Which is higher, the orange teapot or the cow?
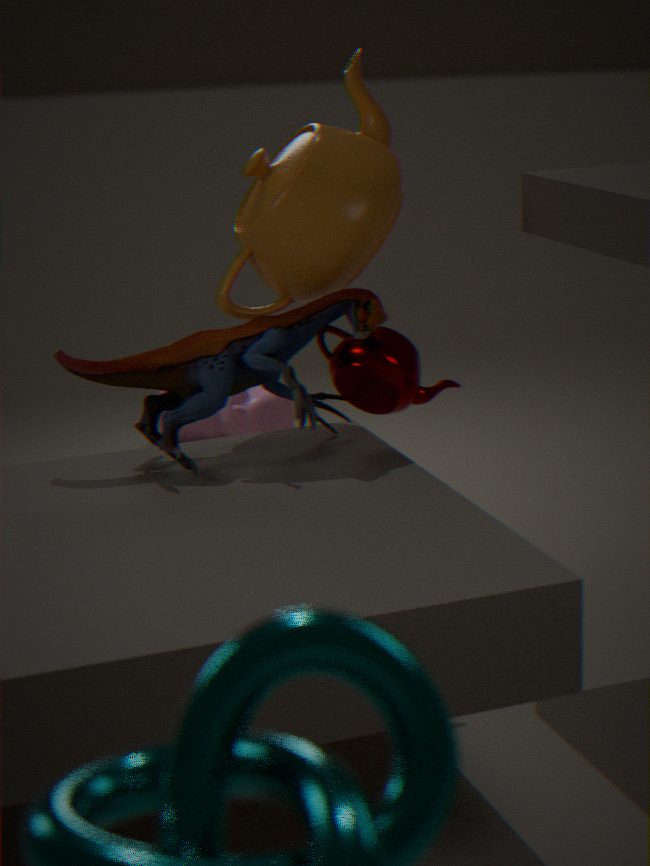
the orange teapot
